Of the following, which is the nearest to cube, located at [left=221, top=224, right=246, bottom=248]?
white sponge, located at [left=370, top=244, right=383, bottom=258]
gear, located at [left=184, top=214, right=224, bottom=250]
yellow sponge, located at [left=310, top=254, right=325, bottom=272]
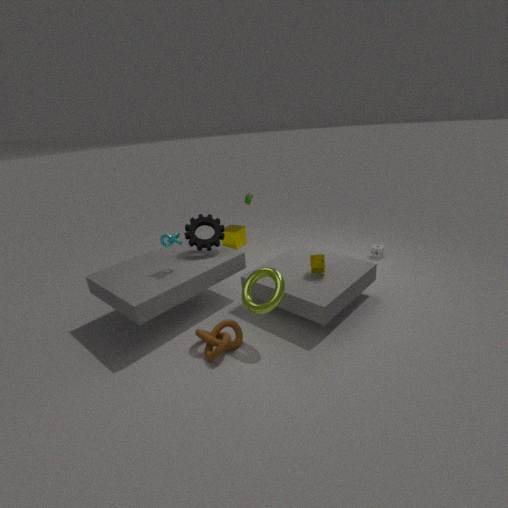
gear, located at [left=184, top=214, right=224, bottom=250]
